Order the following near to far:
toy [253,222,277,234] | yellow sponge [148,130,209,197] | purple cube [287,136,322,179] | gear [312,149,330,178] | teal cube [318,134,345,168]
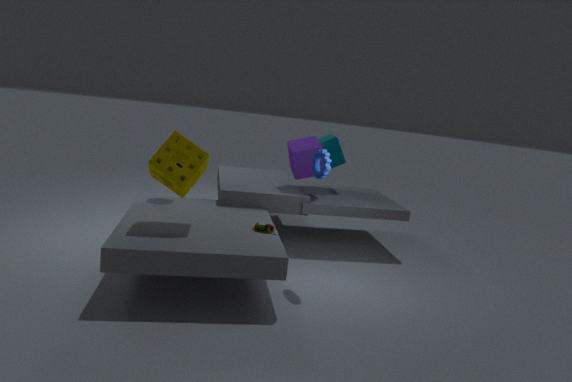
yellow sponge [148,130,209,197] → toy [253,222,277,234] → gear [312,149,330,178] → purple cube [287,136,322,179] → teal cube [318,134,345,168]
